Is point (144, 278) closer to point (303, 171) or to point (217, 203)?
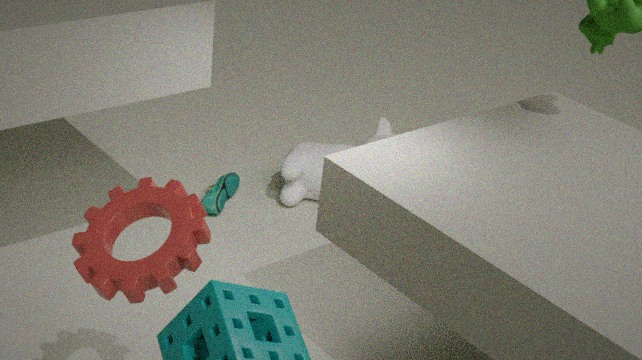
point (217, 203)
